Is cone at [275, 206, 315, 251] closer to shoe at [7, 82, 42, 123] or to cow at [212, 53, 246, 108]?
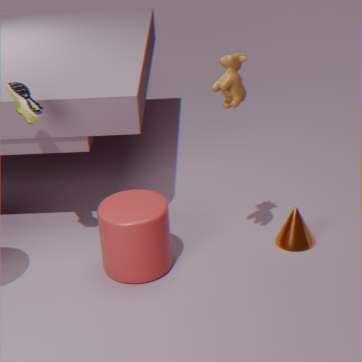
cow at [212, 53, 246, 108]
